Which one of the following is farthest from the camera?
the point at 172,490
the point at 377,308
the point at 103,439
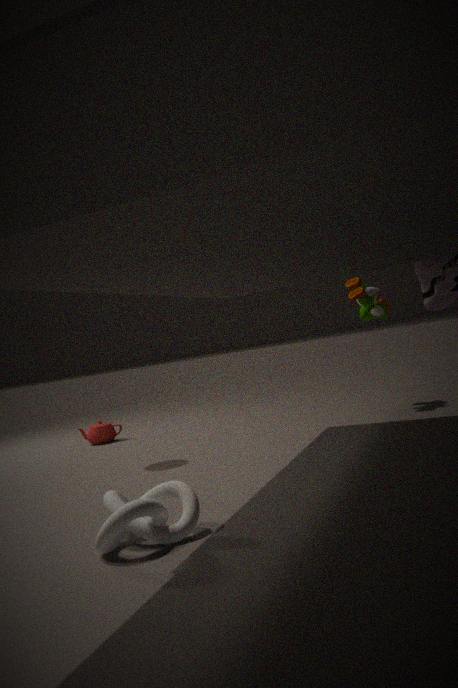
the point at 103,439
